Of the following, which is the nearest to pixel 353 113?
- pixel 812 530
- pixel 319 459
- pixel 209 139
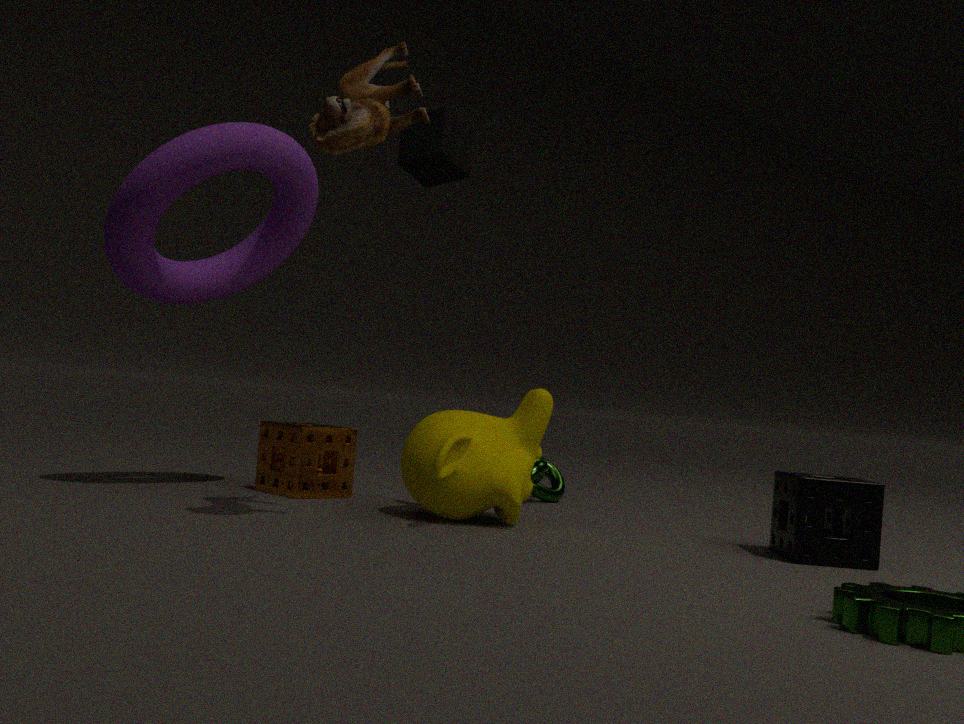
pixel 209 139
